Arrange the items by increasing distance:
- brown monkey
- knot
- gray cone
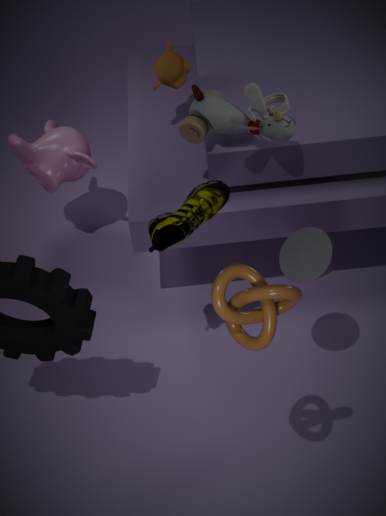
knot → gray cone → brown monkey
